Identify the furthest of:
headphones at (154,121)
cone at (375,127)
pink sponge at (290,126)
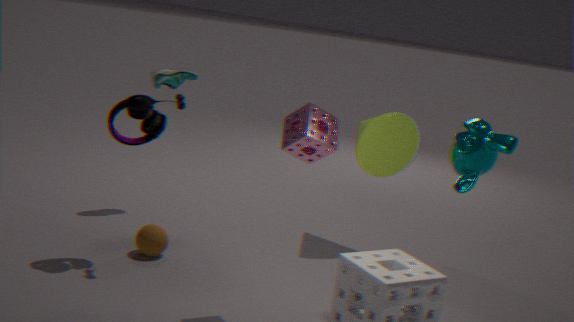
cone at (375,127)
